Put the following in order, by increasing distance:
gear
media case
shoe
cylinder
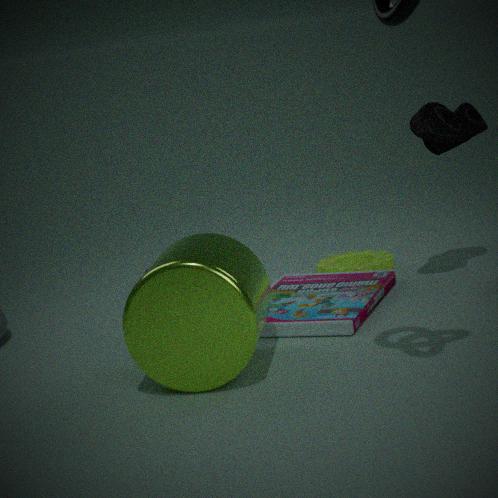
cylinder → media case → shoe → gear
